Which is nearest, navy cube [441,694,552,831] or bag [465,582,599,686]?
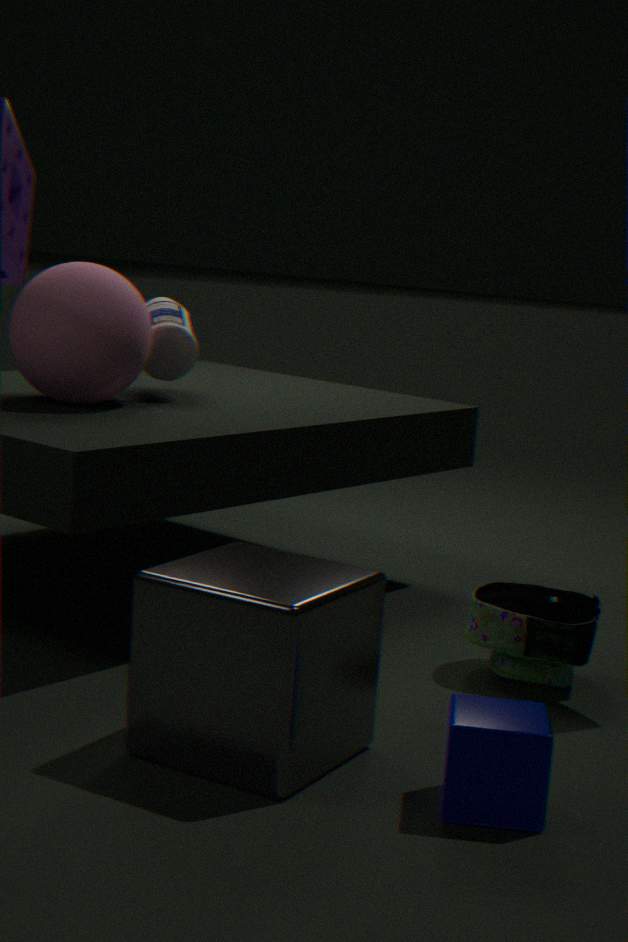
navy cube [441,694,552,831]
